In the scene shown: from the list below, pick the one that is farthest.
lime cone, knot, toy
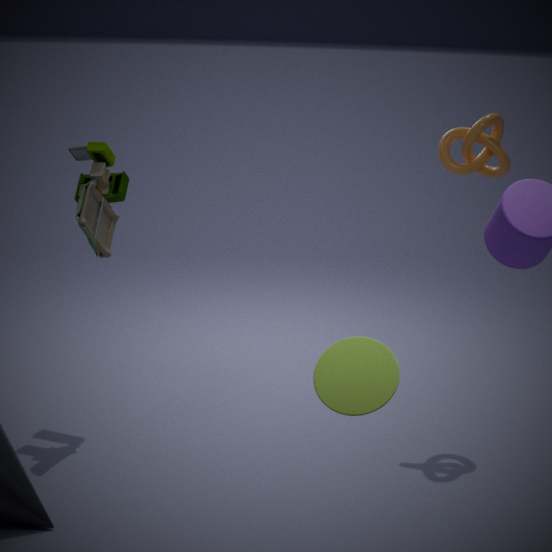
knot
